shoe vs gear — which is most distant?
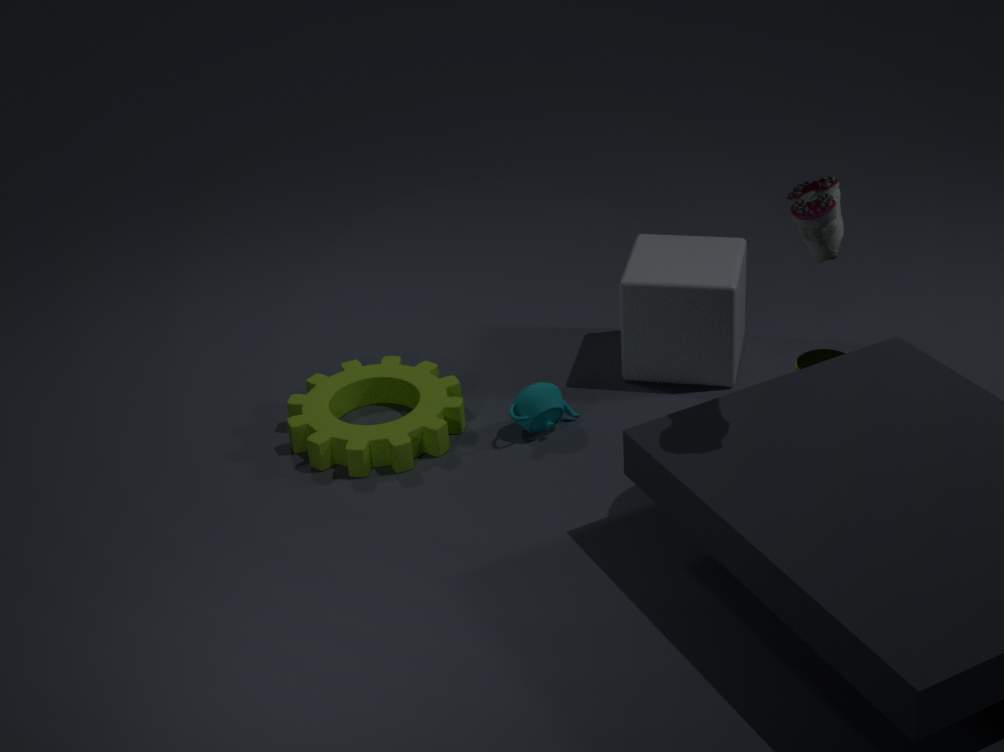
gear
